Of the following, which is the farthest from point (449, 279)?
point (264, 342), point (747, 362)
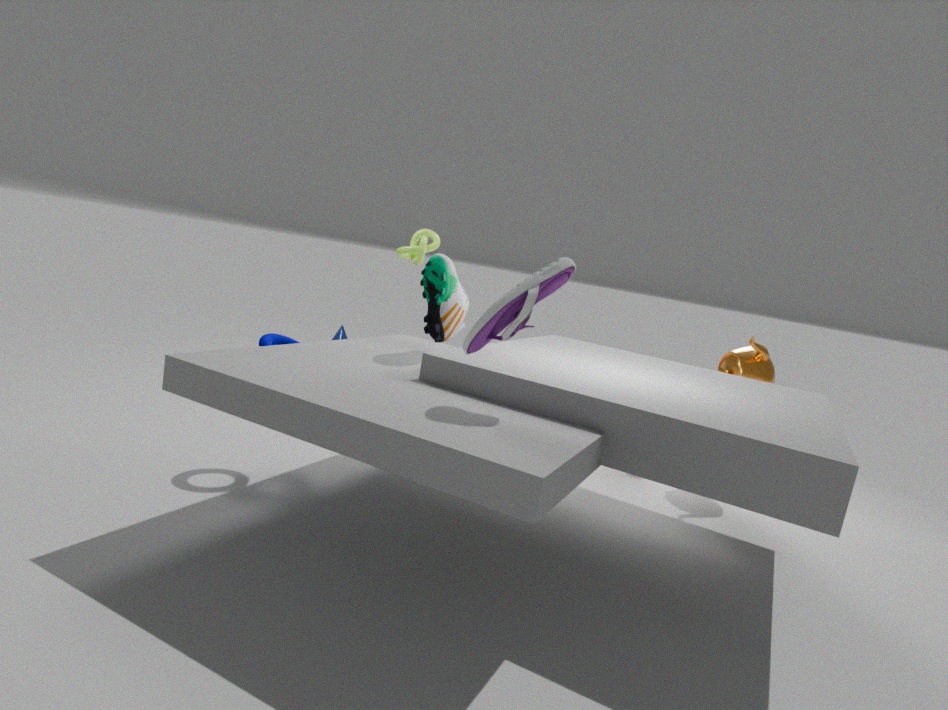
point (747, 362)
